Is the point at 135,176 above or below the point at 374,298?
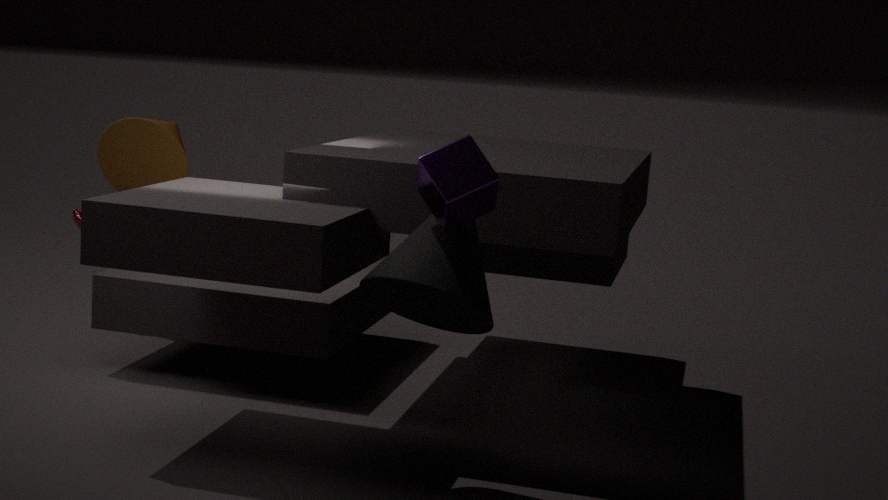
above
